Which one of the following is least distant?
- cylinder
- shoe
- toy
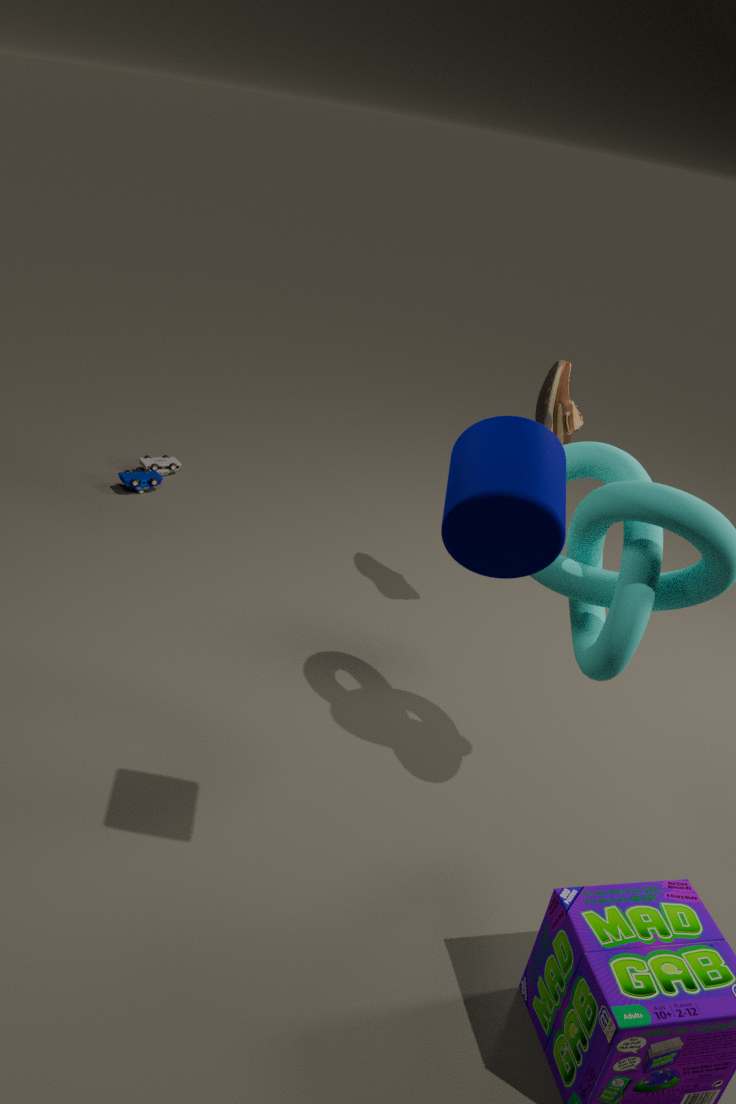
cylinder
